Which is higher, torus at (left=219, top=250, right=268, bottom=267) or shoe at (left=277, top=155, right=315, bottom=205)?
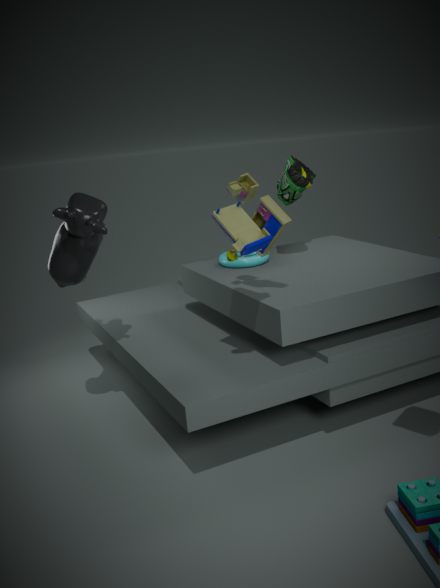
shoe at (left=277, top=155, right=315, bottom=205)
